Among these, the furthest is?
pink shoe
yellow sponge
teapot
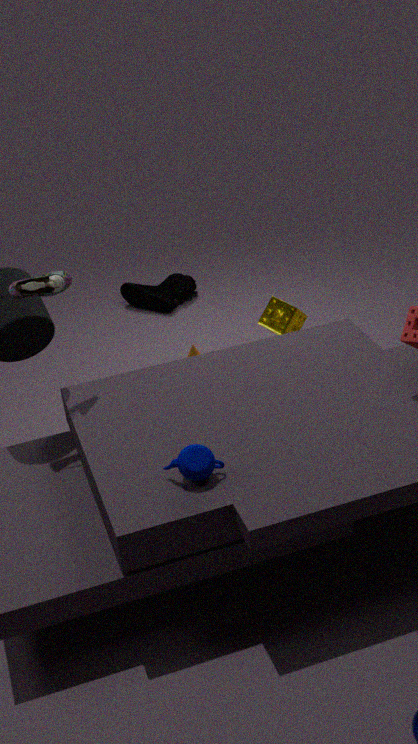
pink shoe
